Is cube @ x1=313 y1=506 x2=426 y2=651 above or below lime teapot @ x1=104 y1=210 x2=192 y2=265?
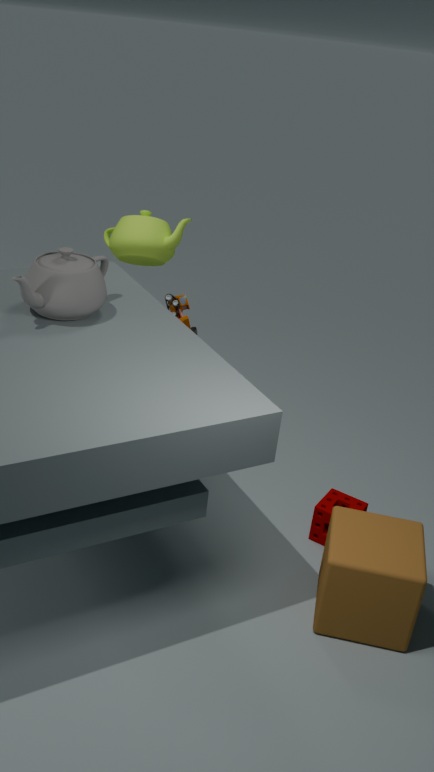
below
